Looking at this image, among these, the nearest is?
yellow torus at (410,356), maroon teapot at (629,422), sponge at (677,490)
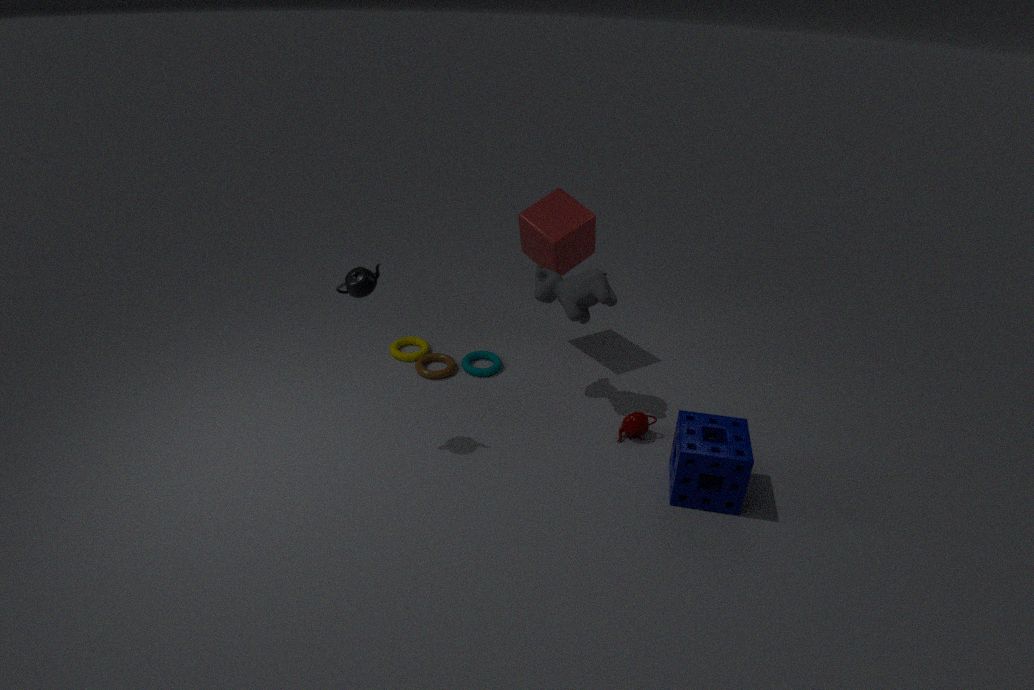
sponge at (677,490)
